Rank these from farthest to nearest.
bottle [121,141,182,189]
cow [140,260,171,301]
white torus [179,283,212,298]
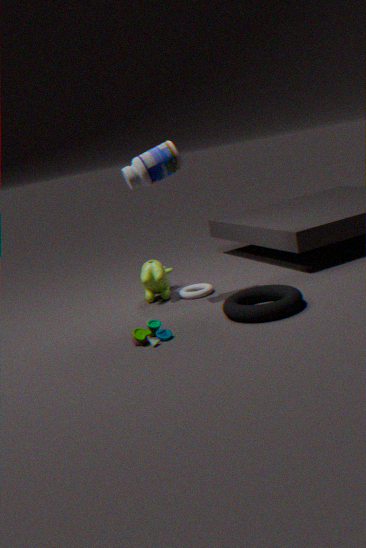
white torus [179,283,212,298], cow [140,260,171,301], bottle [121,141,182,189]
